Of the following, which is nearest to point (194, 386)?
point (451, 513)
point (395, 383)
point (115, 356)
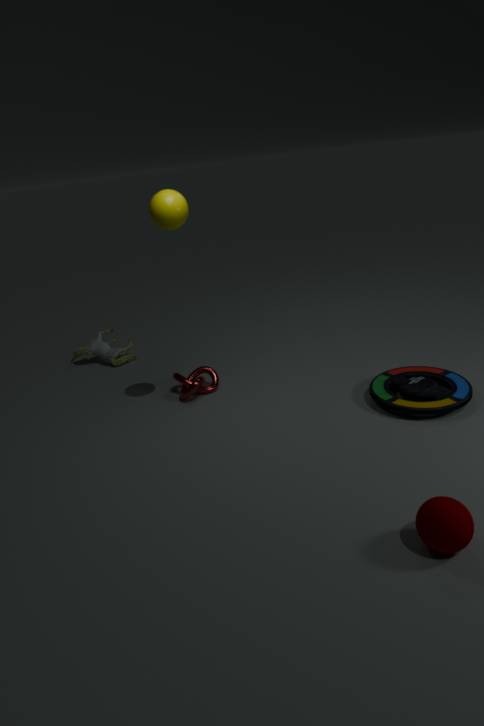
point (115, 356)
